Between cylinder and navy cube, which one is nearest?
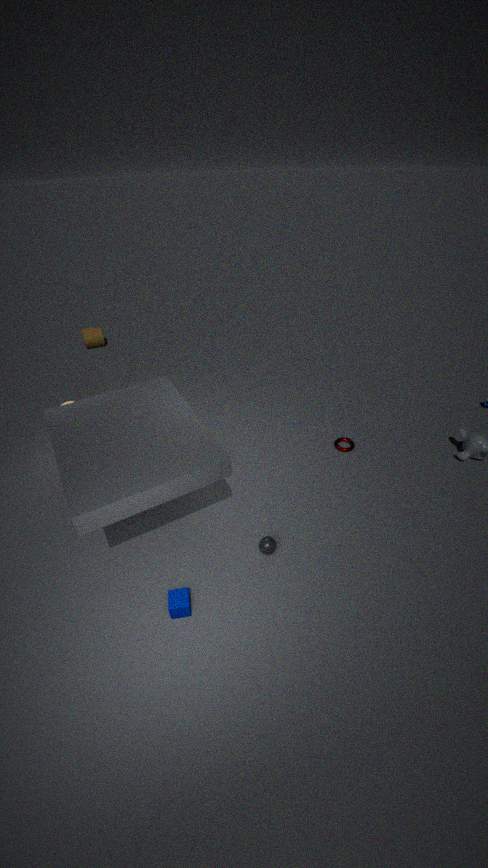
navy cube
